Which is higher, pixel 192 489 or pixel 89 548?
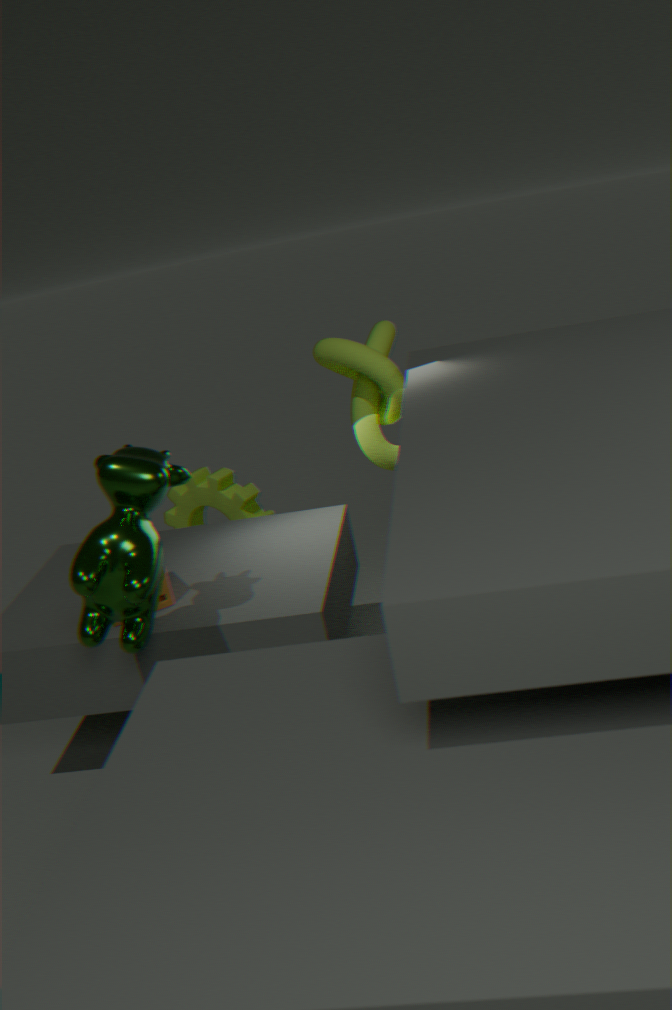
Answer: pixel 89 548
